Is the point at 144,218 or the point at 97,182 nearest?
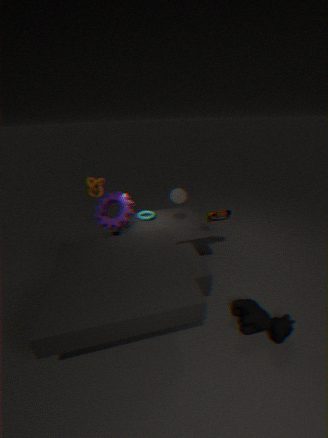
the point at 97,182
